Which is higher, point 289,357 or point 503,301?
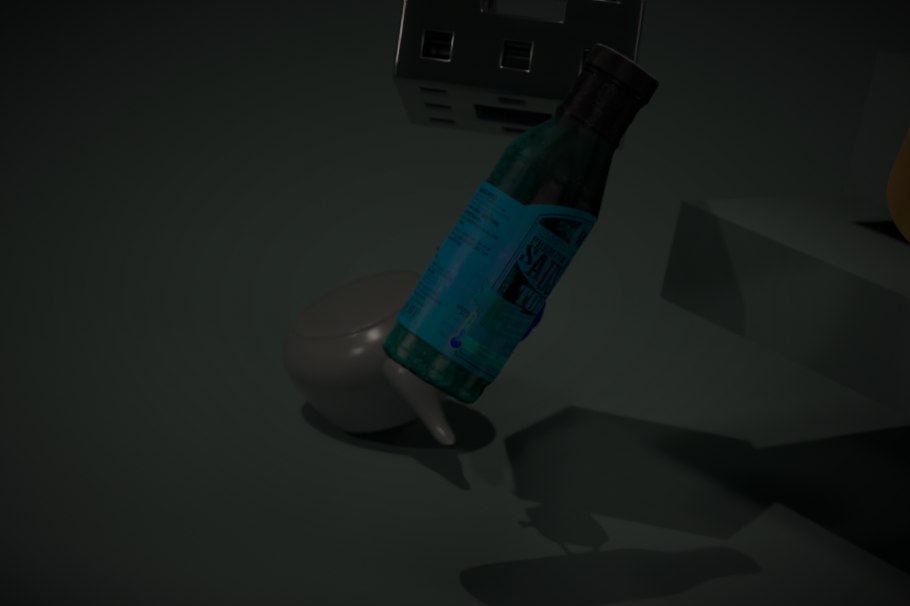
point 503,301
